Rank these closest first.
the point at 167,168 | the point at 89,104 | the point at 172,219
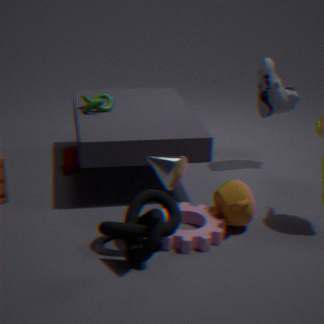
1. the point at 167,168
2. the point at 172,219
3. the point at 89,104
